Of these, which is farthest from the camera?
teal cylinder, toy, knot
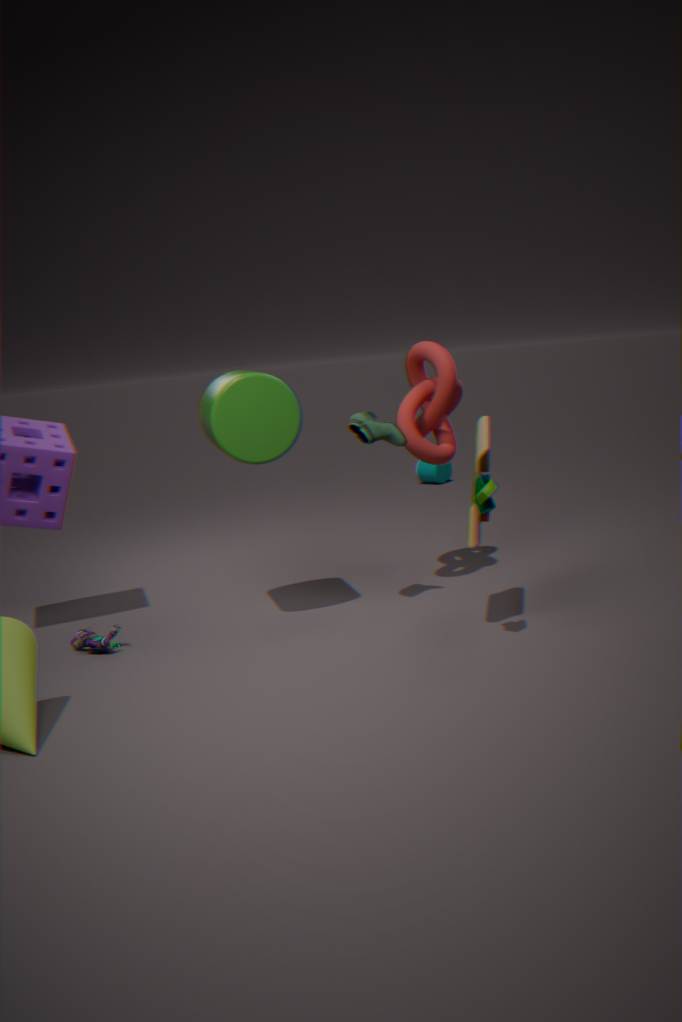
teal cylinder
